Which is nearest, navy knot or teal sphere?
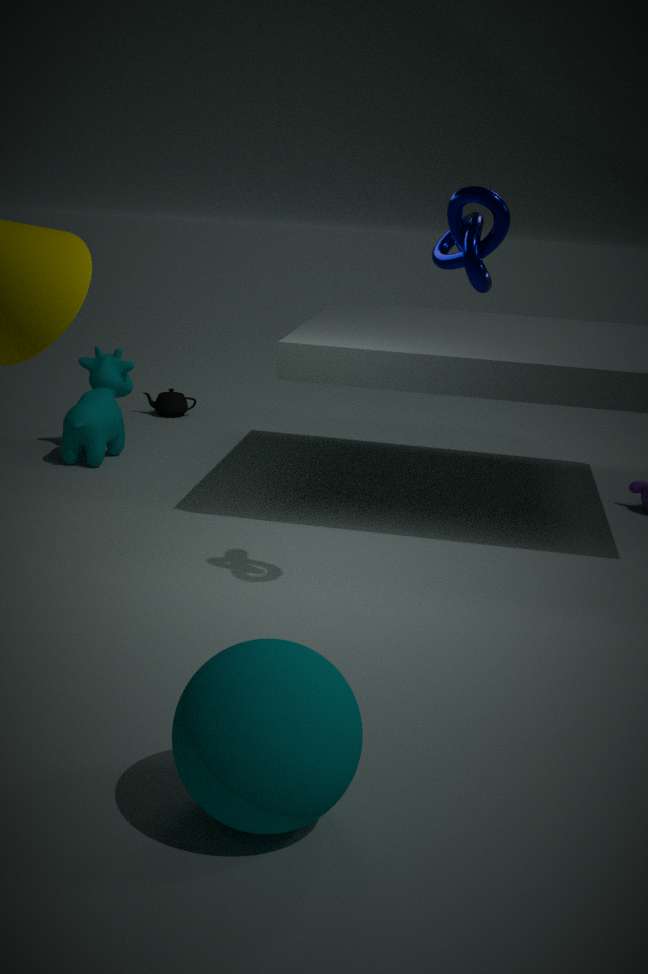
teal sphere
